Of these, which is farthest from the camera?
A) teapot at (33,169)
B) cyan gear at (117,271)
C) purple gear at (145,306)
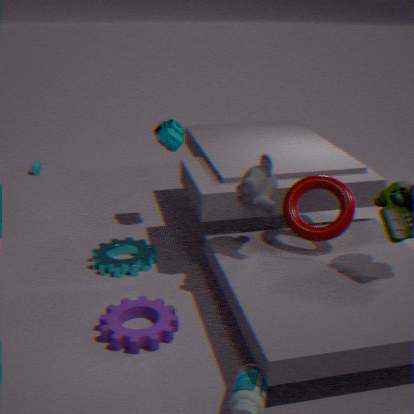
teapot at (33,169)
